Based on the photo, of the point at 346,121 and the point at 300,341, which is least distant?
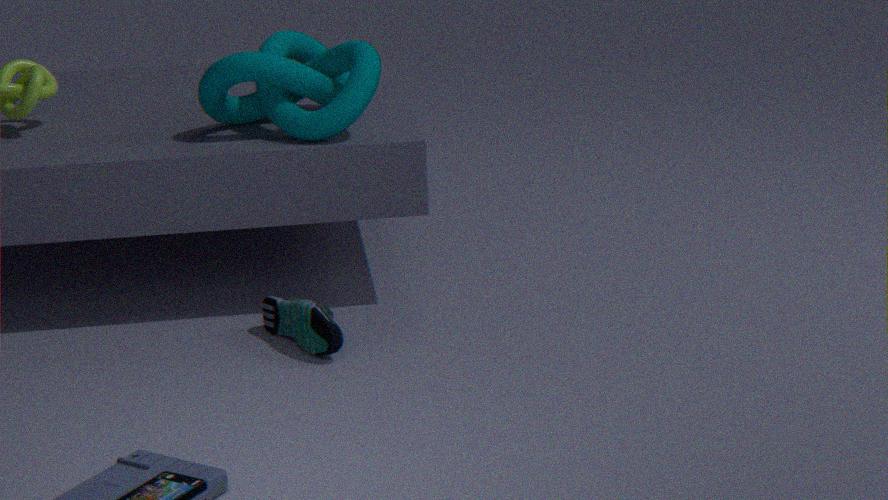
the point at 300,341
